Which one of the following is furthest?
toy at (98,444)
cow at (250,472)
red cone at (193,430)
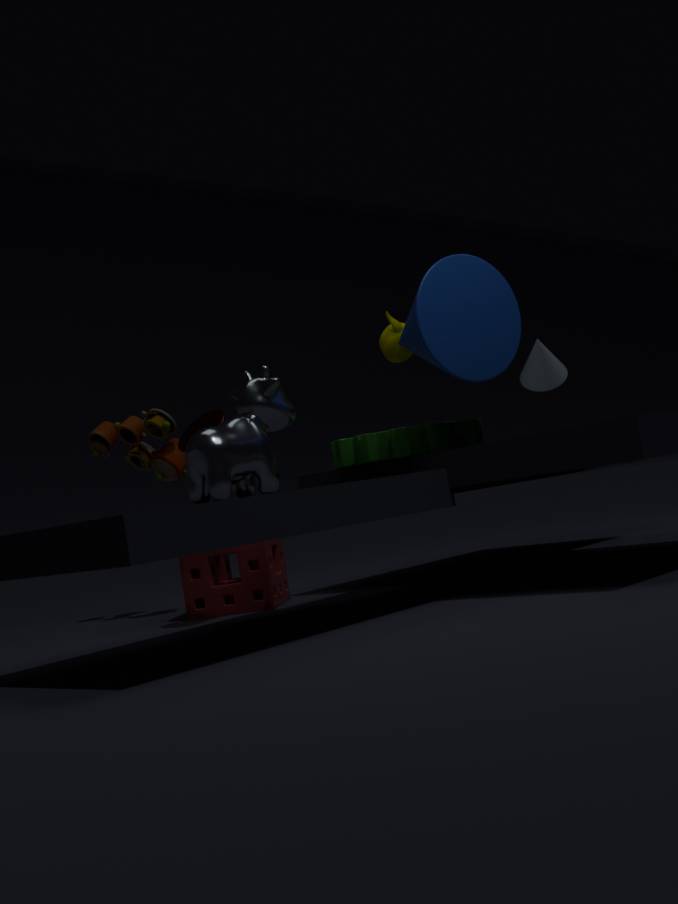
toy at (98,444)
